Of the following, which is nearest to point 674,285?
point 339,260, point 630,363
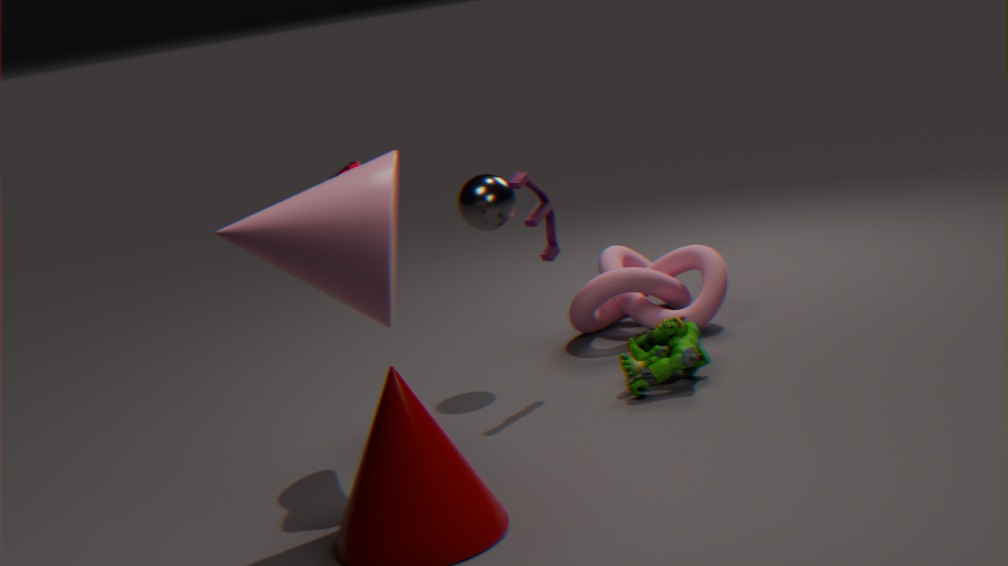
point 630,363
